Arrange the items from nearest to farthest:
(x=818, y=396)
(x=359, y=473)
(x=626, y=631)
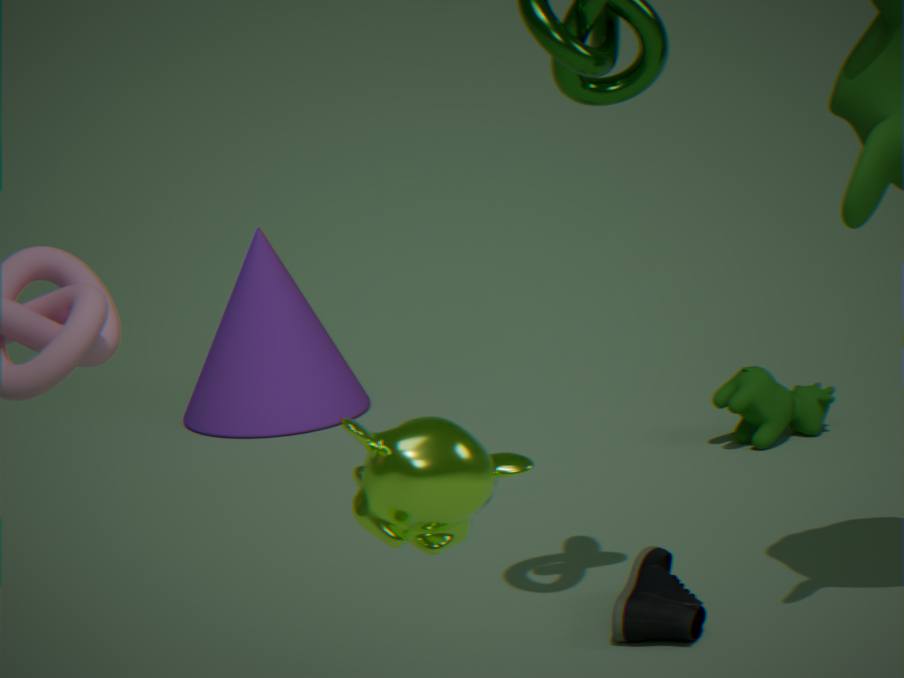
(x=359, y=473) < (x=626, y=631) < (x=818, y=396)
